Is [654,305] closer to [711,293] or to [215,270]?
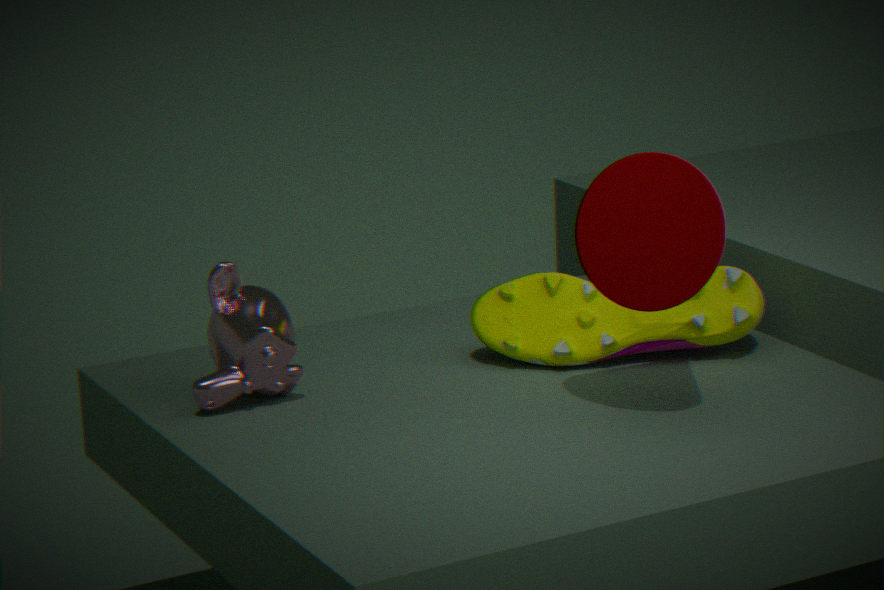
[711,293]
